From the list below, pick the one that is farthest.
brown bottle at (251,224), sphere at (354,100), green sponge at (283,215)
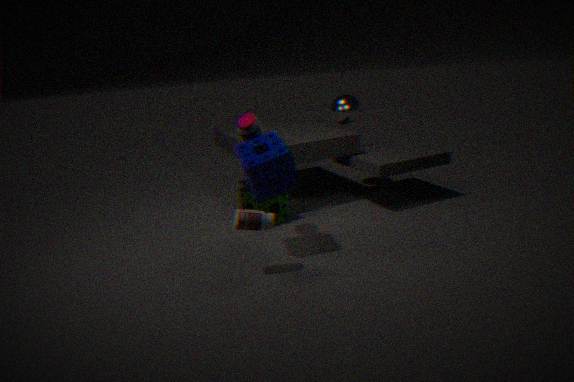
sphere at (354,100)
